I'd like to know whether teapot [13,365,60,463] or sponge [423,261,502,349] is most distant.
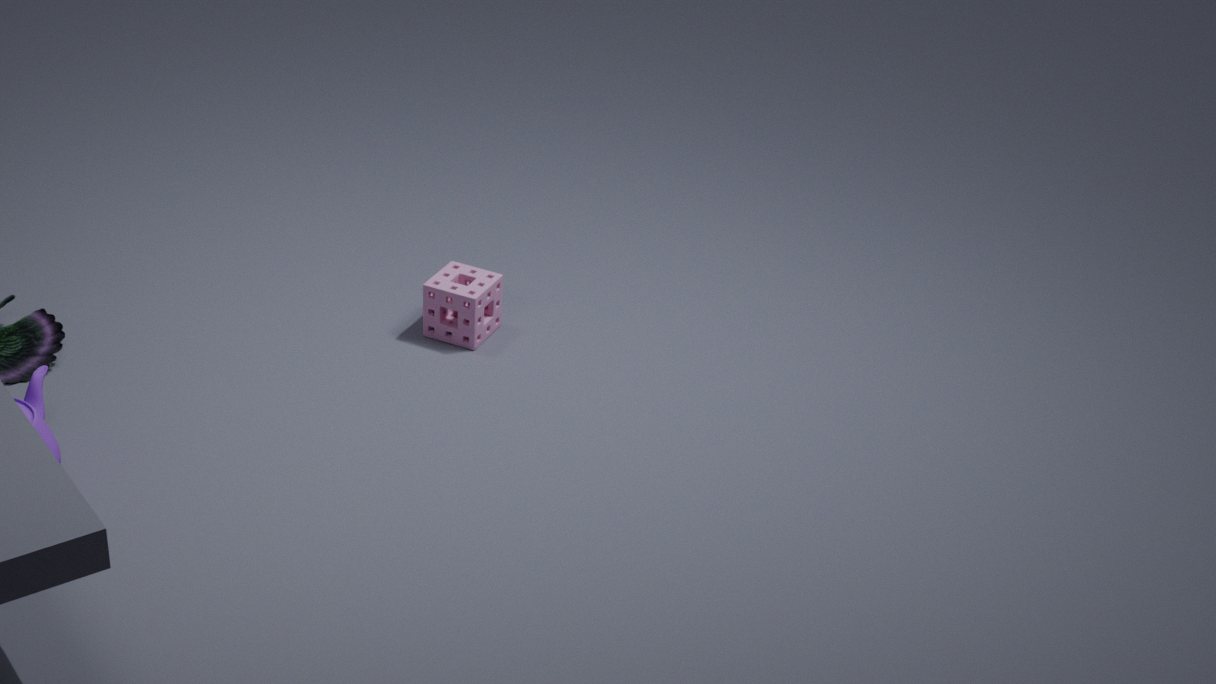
sponge [423,261,502,349]
